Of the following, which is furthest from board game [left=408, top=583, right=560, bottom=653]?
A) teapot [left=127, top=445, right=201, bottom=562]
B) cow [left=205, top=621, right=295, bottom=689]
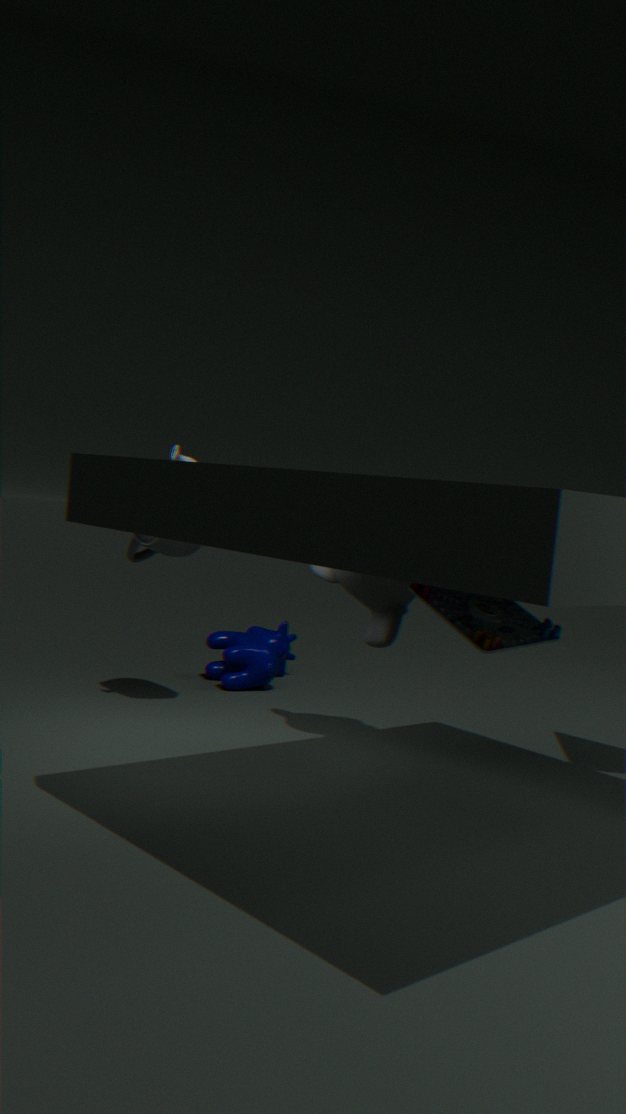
cow [left=205, top=621, right=295, bottom=689]
